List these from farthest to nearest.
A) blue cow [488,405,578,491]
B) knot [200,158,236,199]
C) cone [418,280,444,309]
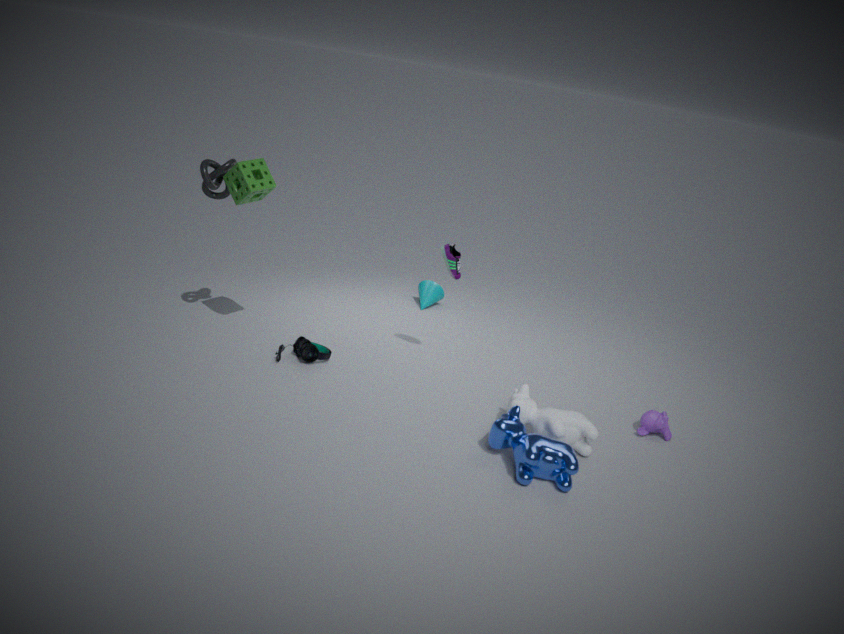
cone [418,280,444,309] → knot [200,158,236,199] → blue cow [488,405,578,491]
